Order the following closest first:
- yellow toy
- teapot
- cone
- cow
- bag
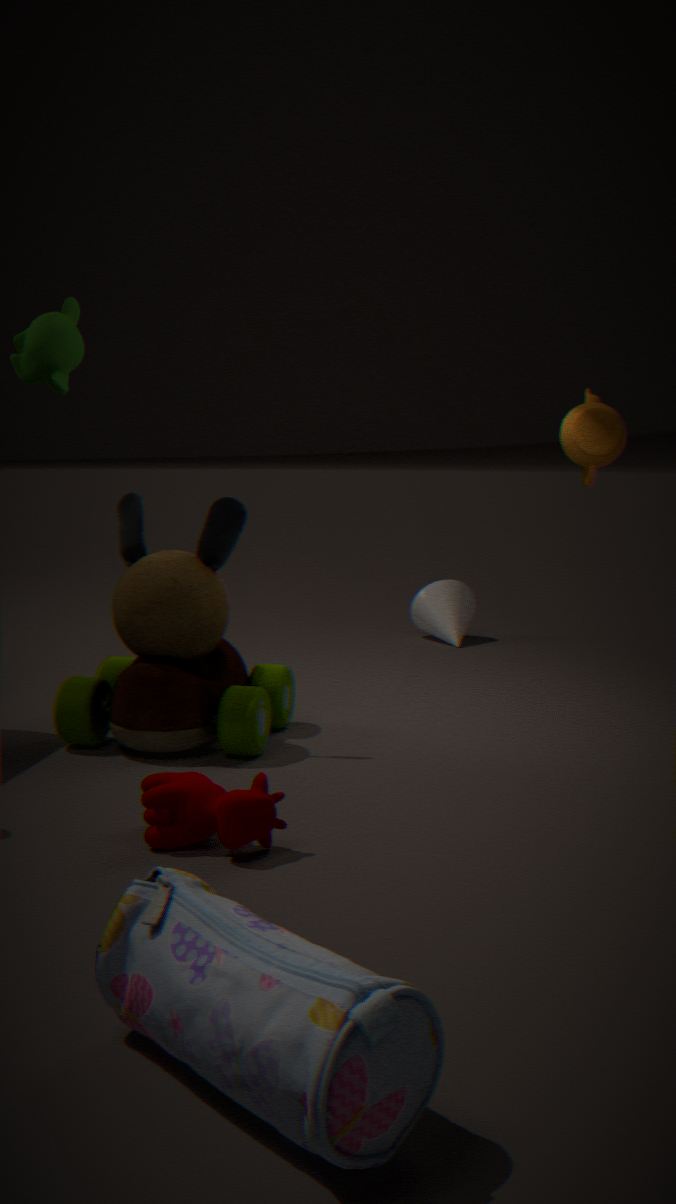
bag → cow → yellow toy → teapot → cone
